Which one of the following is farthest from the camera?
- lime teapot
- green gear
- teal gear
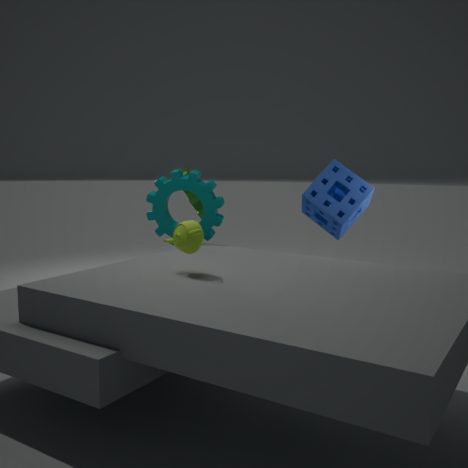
green gear
